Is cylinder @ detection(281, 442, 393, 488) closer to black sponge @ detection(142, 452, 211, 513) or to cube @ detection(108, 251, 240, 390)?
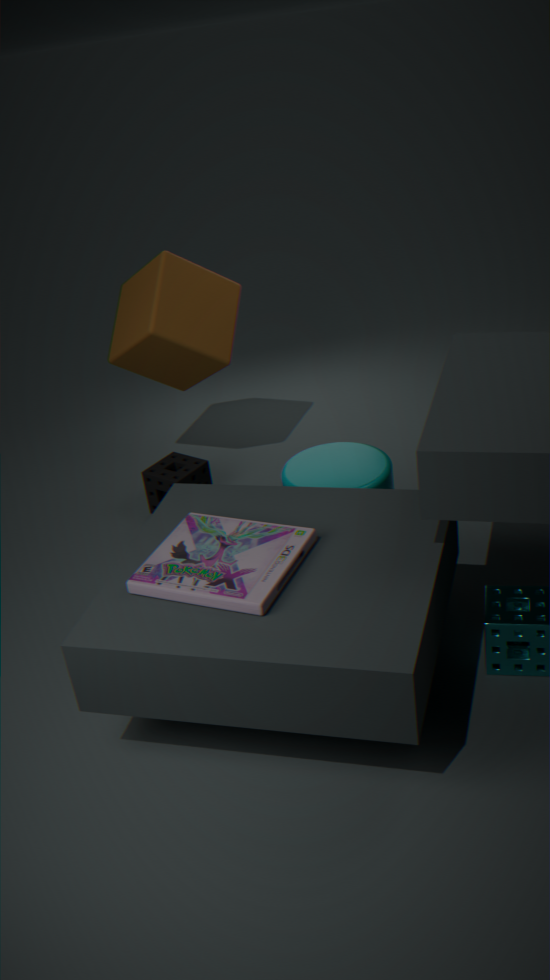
black sponge @ detection(142, 452, 211, 513)
